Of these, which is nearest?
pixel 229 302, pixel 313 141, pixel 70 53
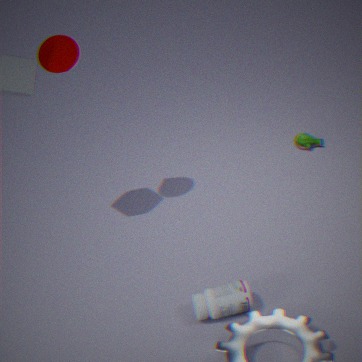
pixel 229 302
